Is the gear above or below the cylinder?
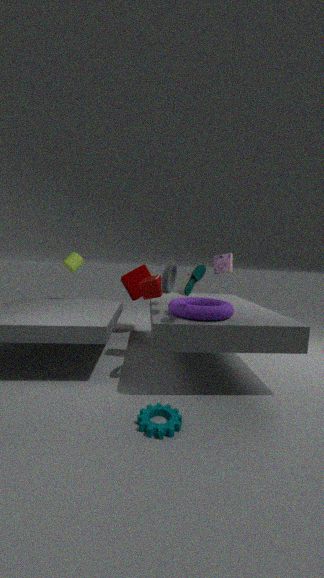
below
